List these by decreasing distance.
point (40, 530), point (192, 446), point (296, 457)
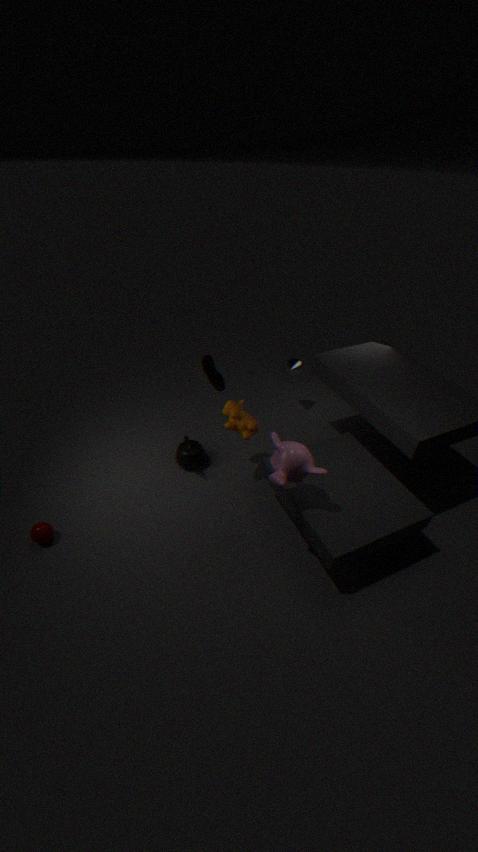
point (192, 446) < point (40, 530) < point (296, 457)
